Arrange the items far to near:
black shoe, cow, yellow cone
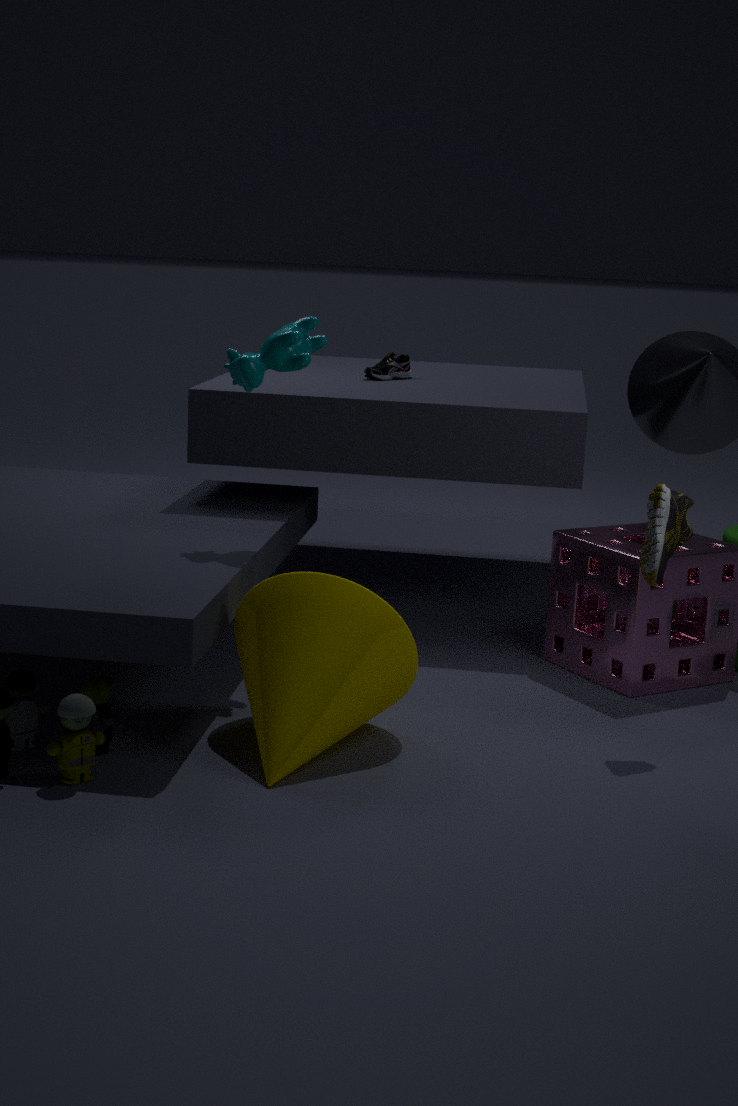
1. black shoe
2. cow
3. yellow cone
